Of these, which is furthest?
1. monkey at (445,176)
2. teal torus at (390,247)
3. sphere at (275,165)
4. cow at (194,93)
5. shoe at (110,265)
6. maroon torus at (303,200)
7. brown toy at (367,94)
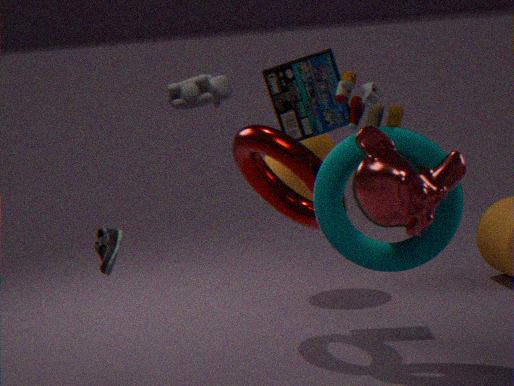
sphere at (275,165)
